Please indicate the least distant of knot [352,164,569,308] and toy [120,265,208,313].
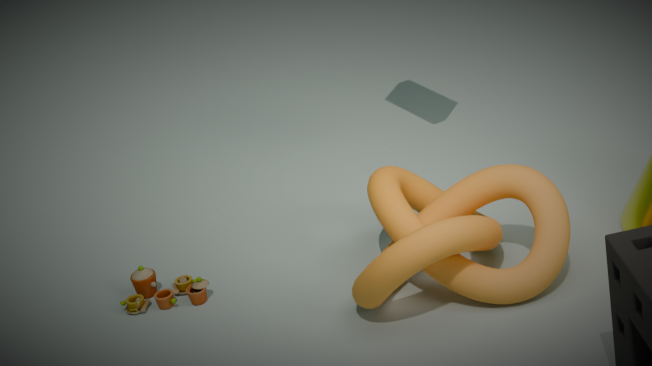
knot [352,164,569,308]
